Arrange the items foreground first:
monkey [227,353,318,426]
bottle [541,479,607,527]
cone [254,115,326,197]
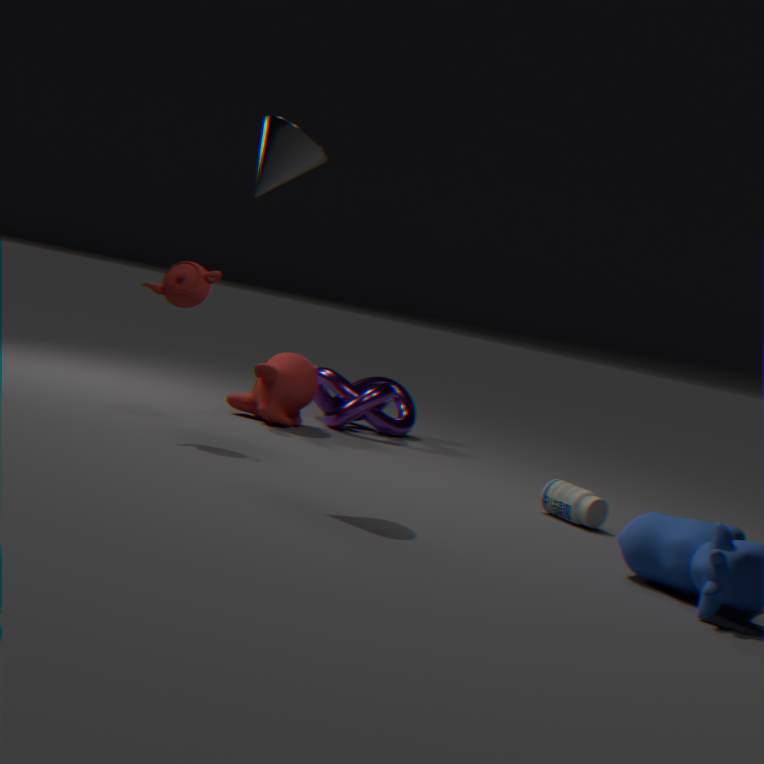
cone [254,115,326,197], bottle [541,479,607,527], monkey [227,353,318,426]
